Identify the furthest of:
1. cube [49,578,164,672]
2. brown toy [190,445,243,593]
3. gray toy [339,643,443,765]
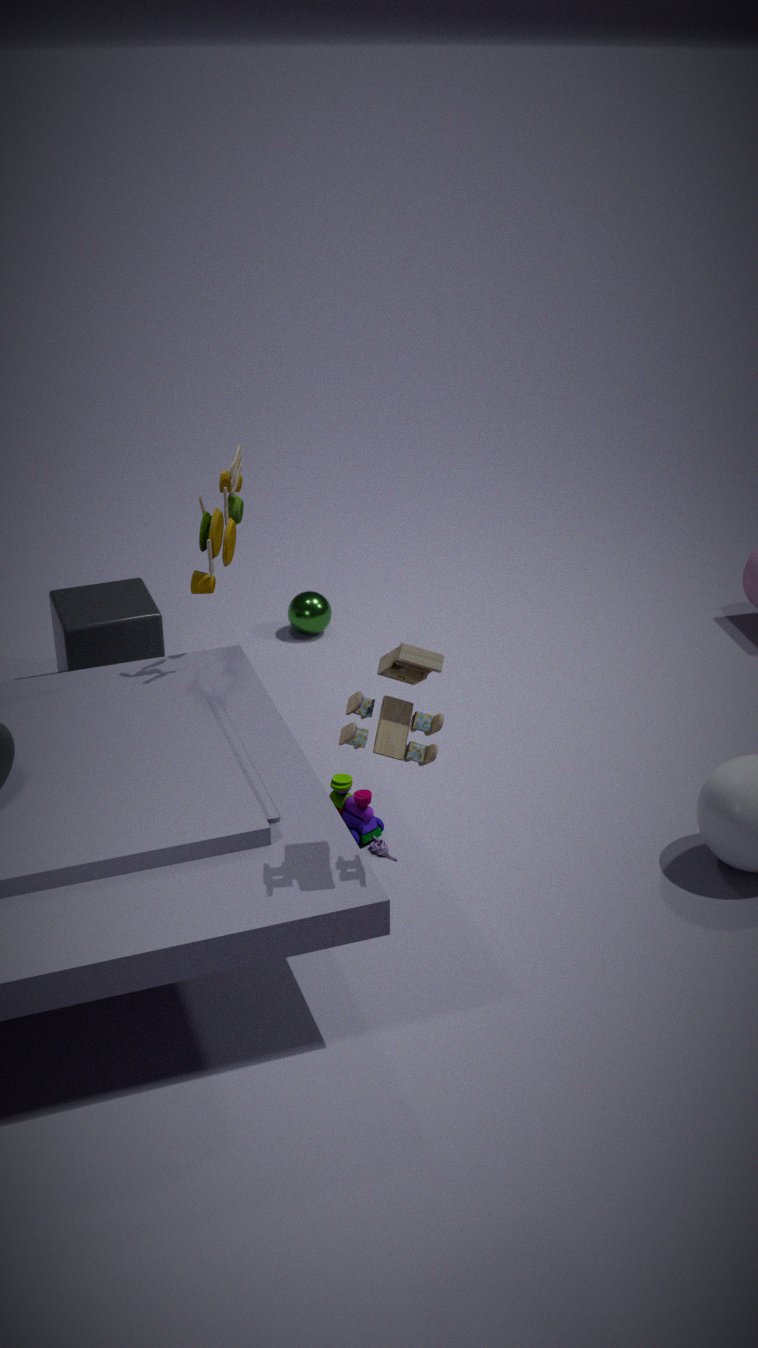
cube [49,578,164,672]
